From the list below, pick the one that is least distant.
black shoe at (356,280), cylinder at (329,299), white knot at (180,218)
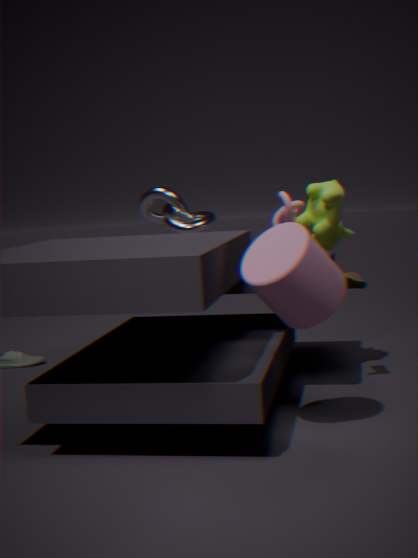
cylinder at (329,299)
